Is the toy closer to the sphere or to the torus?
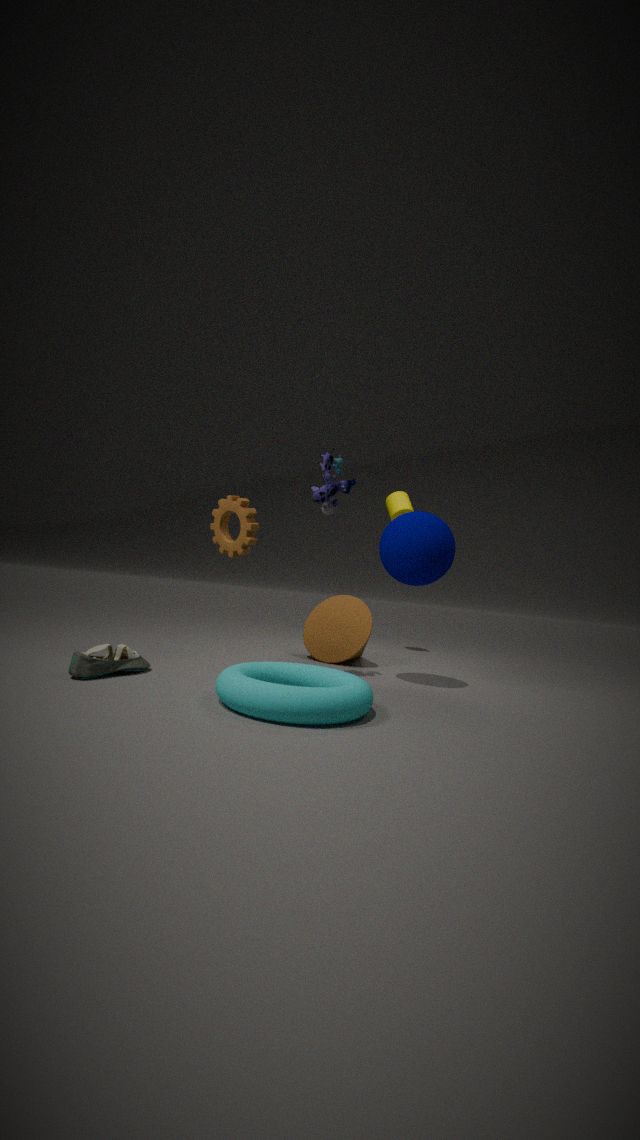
the sphere
